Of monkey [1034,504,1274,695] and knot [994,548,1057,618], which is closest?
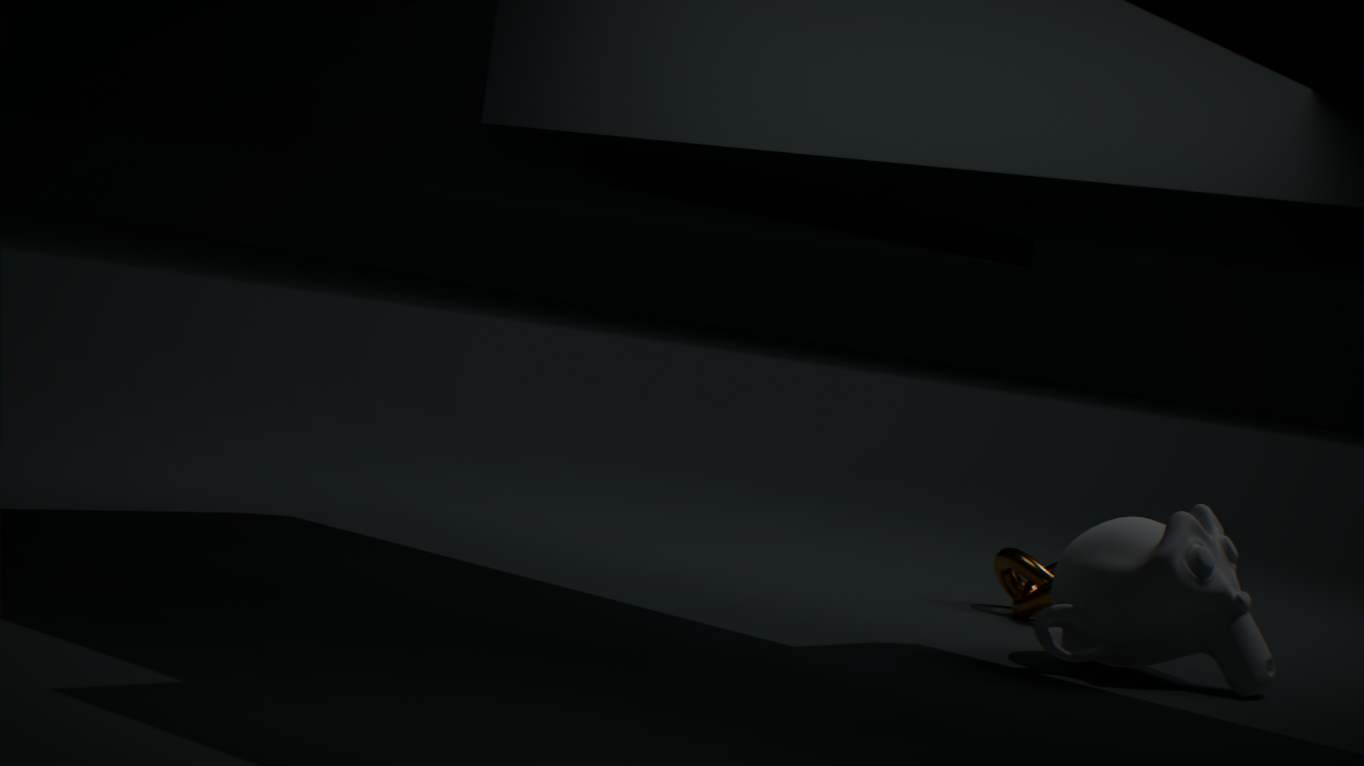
monkey [1034,504,1274,695]
